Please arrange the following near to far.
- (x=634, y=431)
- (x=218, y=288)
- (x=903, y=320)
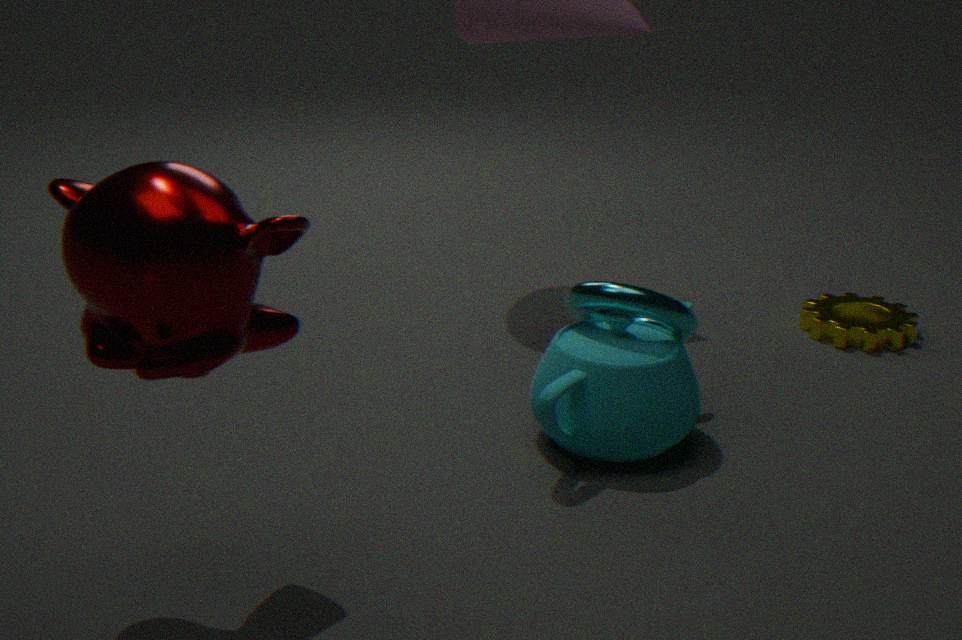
(x=218, y=288) < (x=634, y=431) < (x=903, y=320)
